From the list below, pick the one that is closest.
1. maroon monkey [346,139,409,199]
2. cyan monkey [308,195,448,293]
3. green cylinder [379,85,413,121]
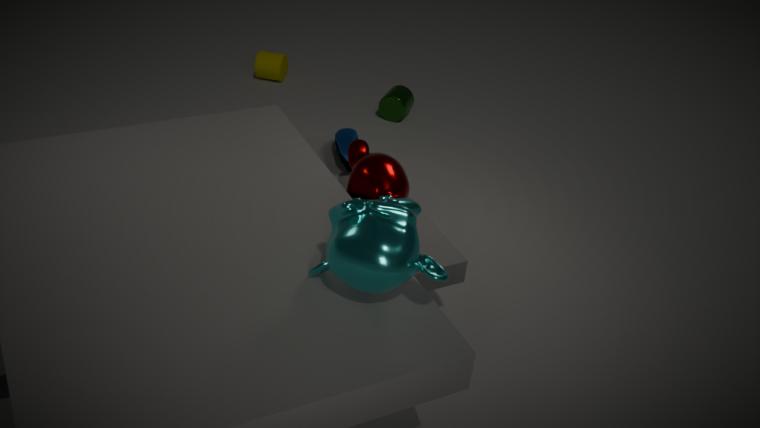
cyan monkey [308,195,448,293]
